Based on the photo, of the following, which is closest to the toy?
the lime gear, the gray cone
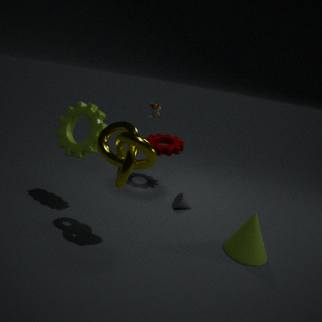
the gray cone
